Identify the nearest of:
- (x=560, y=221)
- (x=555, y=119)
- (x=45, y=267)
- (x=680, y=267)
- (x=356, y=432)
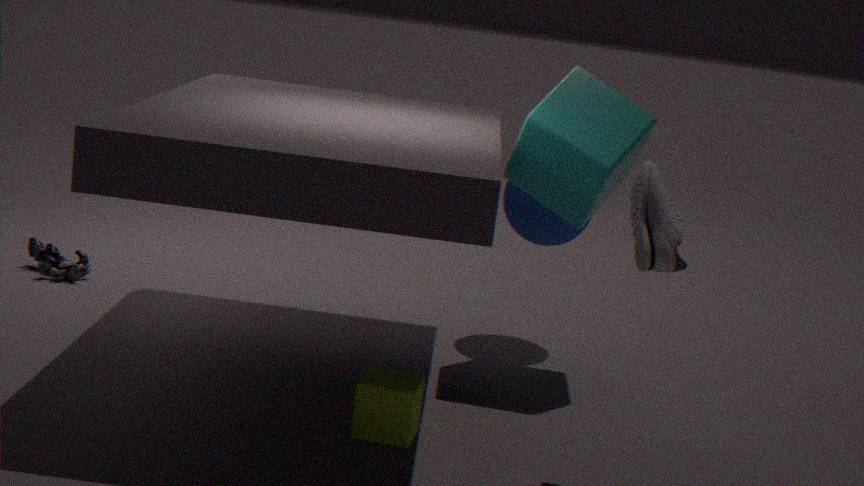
(x=680, y=267)
